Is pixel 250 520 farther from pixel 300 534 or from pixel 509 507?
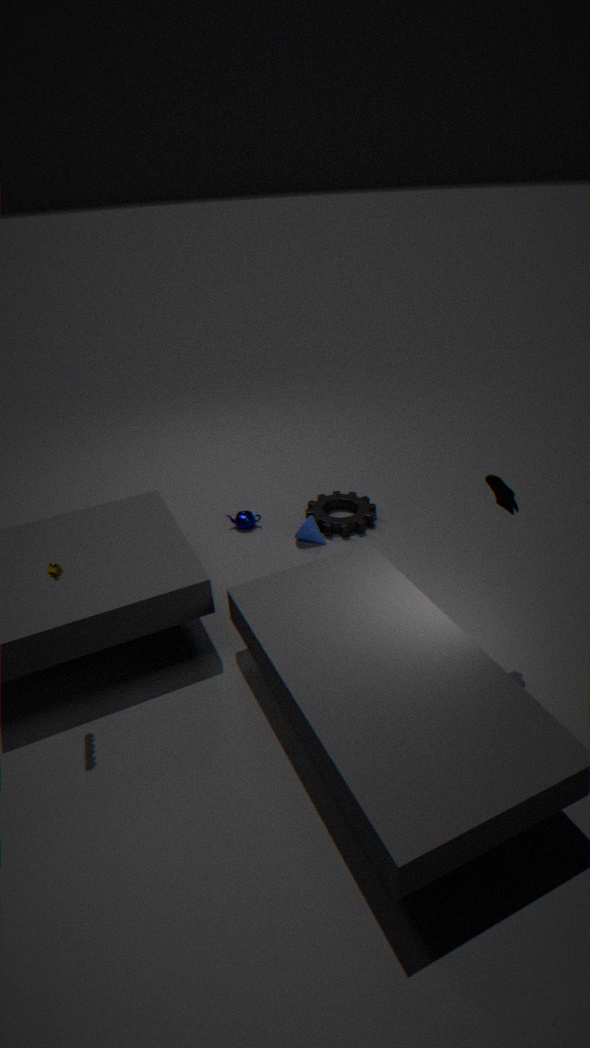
pixel 509 507
